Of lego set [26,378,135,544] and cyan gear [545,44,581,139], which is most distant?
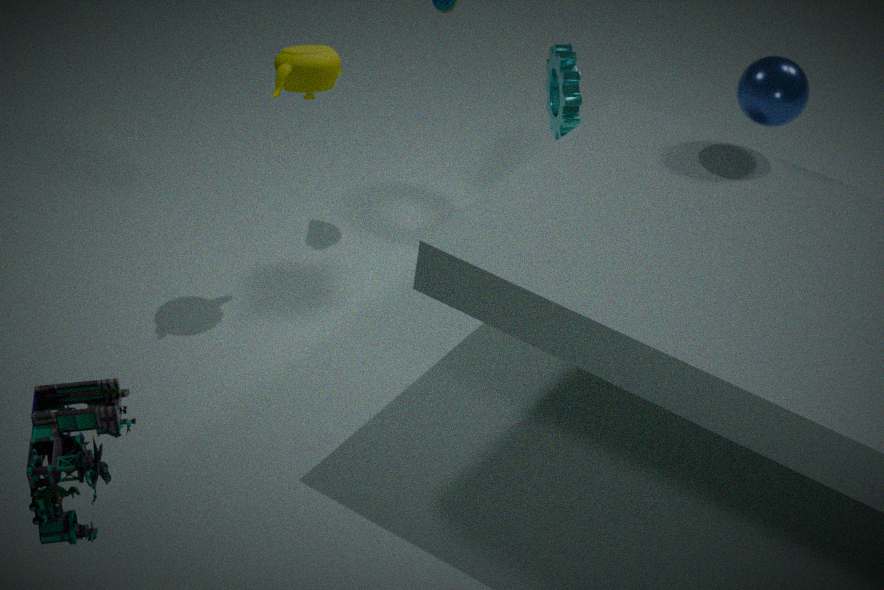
cyan gear [545,44,581,139]
